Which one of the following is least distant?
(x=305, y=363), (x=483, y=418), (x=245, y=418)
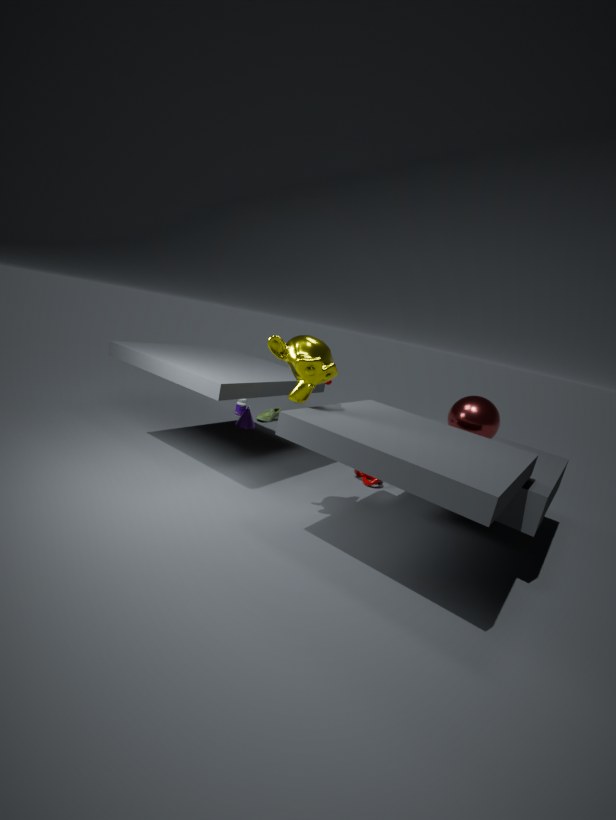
(x=305, y=363)
